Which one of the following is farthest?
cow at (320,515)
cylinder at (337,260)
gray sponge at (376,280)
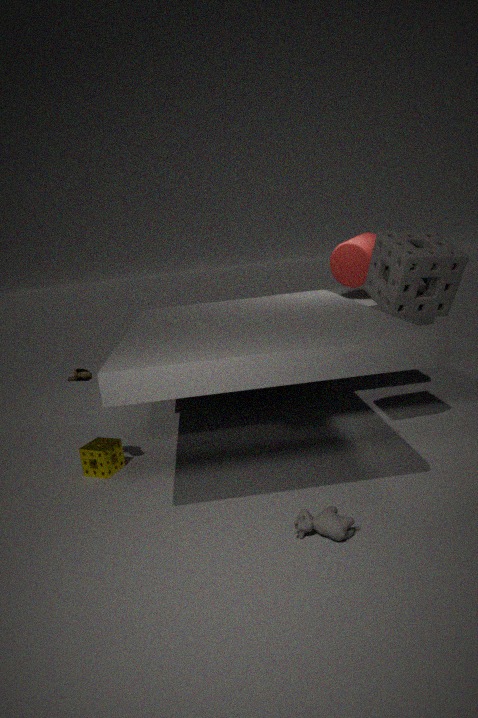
cylinder at (337,260)
